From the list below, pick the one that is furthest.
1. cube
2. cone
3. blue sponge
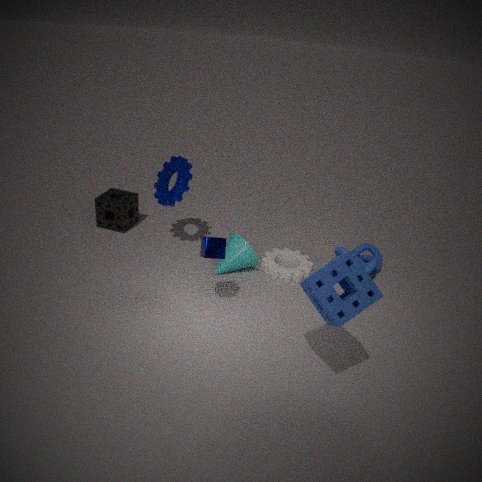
cone
